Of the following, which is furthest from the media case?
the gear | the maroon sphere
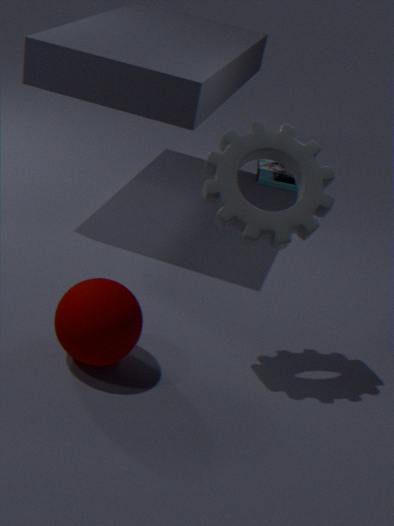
the maroon sphere
